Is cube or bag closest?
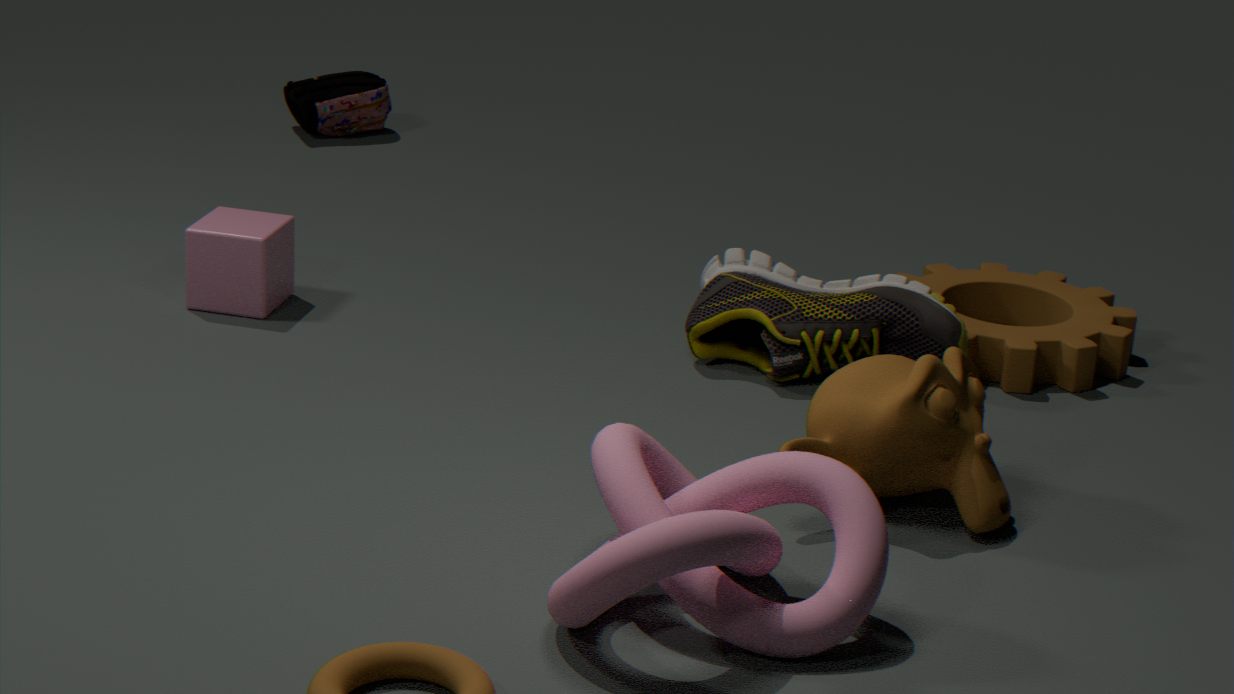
cube
